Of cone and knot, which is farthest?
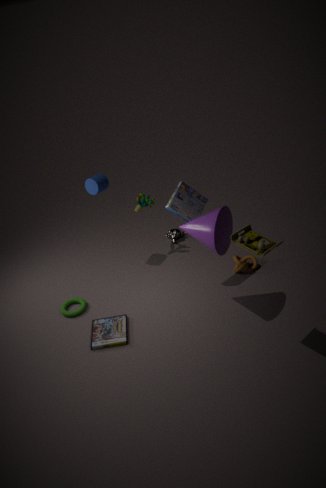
knot
